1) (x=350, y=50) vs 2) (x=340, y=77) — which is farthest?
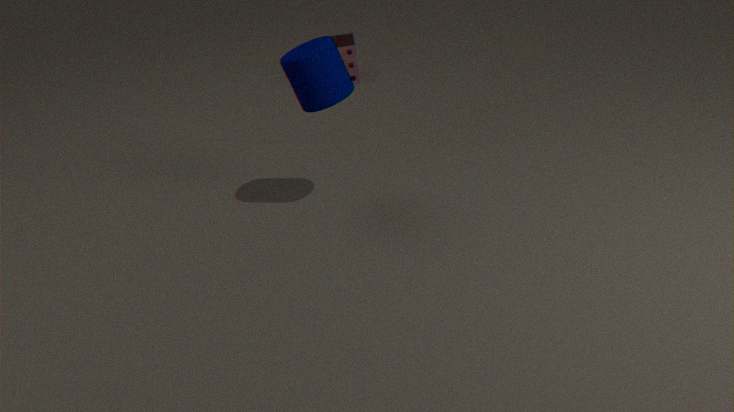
1. (x=350, y=50)
